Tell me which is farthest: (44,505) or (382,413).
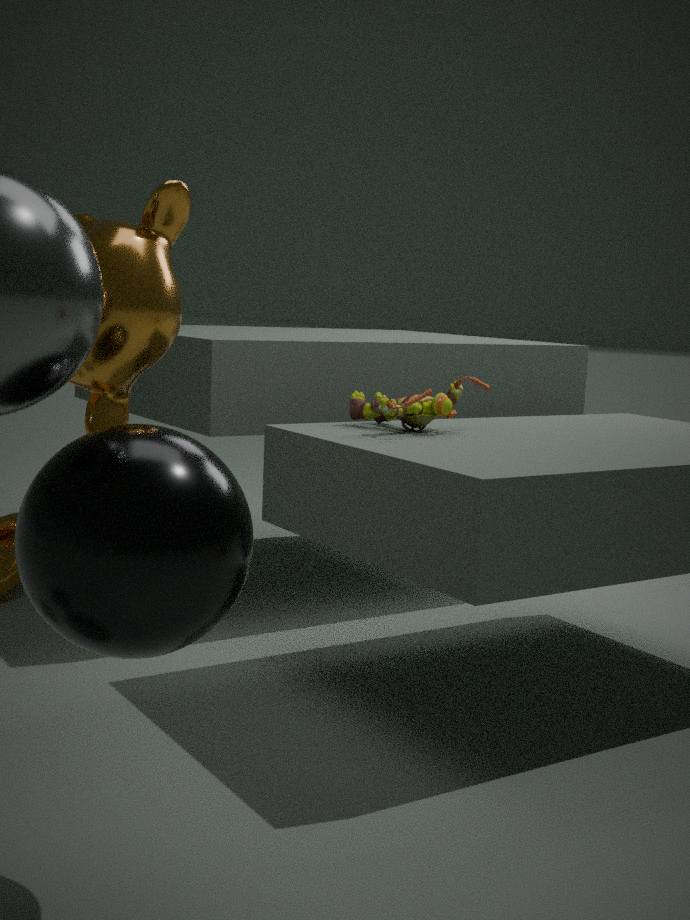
(382,413)
